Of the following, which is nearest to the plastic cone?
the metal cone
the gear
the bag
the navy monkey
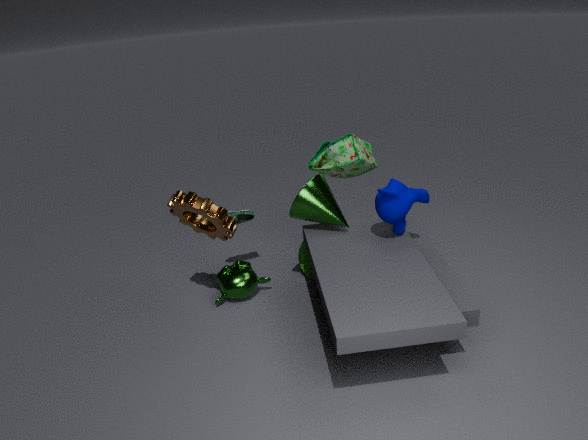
the metal cone
